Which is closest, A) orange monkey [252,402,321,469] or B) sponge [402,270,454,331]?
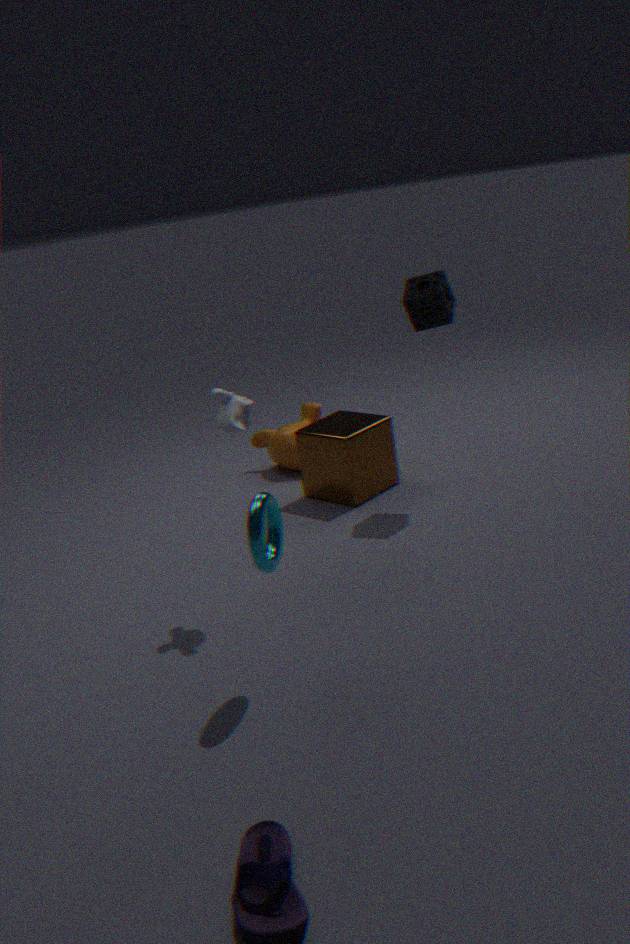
B. sponge [402,270,454,331]
